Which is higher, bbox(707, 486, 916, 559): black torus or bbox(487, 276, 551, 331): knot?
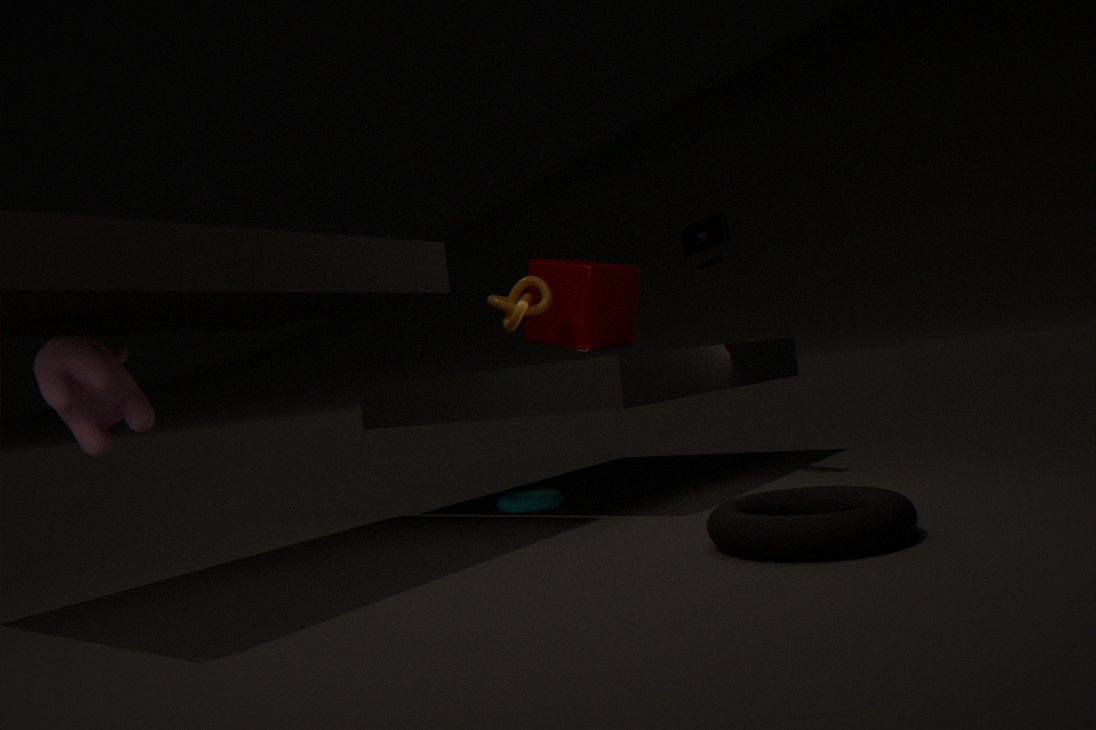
bbox(487, 276, 551, 331): knot
